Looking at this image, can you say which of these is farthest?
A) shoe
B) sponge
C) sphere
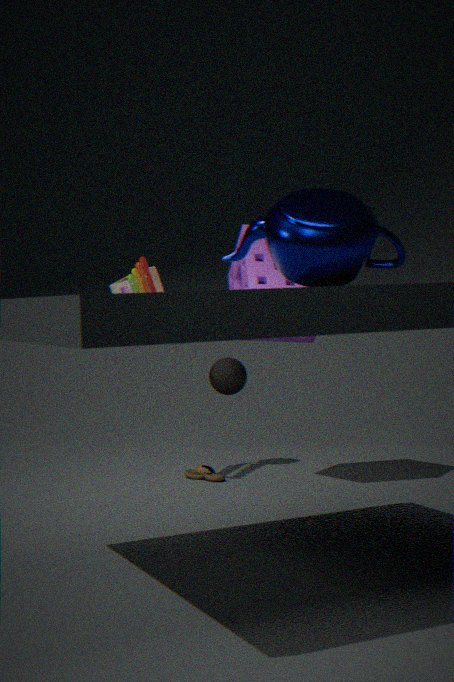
sphere
